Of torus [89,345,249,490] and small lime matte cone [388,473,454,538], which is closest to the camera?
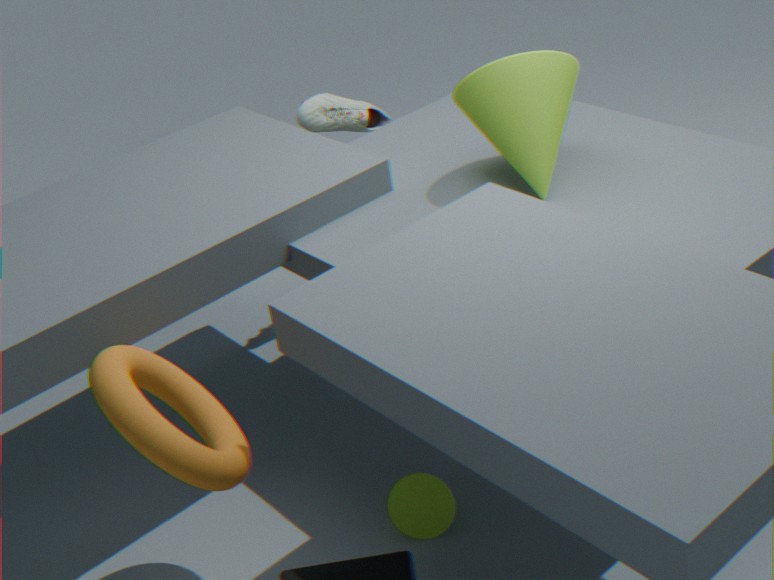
torus [89,345,249,490]
